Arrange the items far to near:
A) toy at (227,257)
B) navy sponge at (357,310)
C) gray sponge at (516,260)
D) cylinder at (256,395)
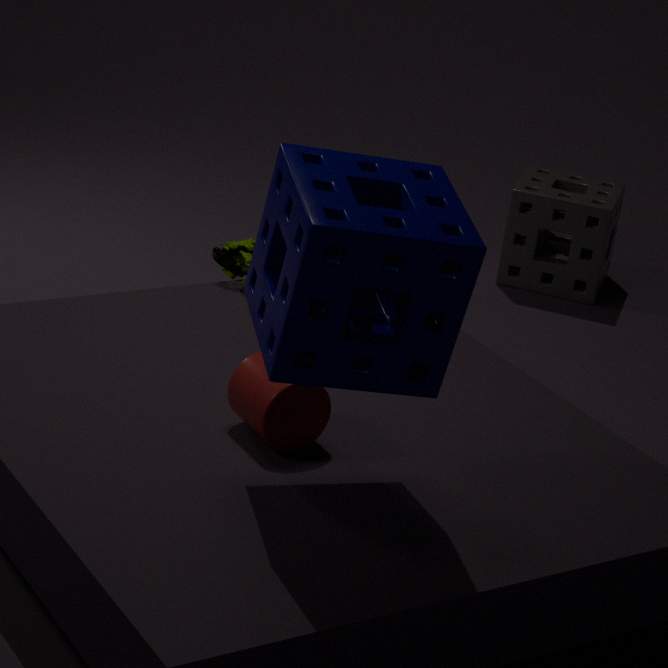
gray sponge at (516,260), toy at (227,257), cylinder at (256,395), navy sponge at (357,310)
